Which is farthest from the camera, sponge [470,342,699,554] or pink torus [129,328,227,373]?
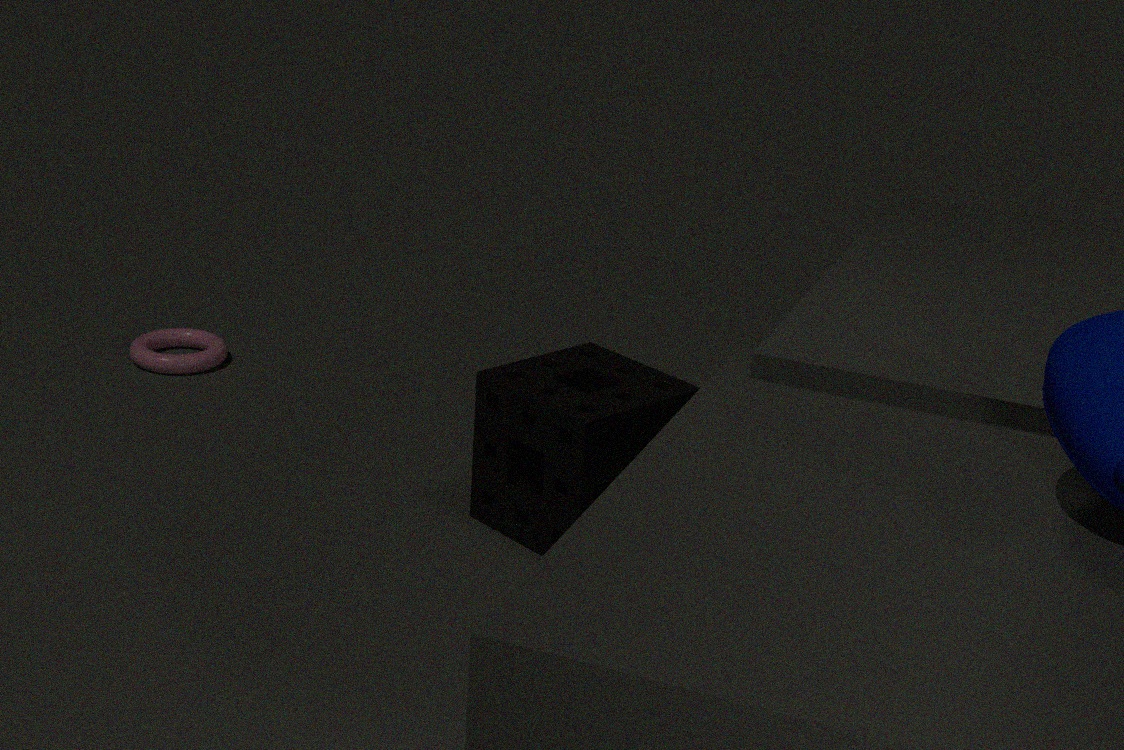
pink torus [129,328,227,373]
